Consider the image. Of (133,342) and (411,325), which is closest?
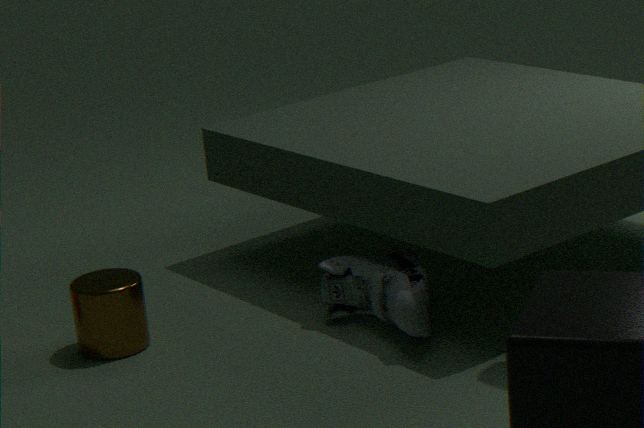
(411,325)
